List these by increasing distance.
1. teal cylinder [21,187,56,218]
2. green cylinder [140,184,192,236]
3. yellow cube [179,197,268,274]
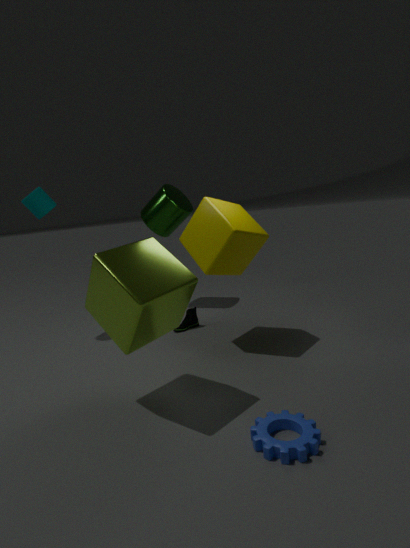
yellow cube [179,197,268,274] → teal cylinder [21,187,56,218] → green cylinder [140,184,192,236]
